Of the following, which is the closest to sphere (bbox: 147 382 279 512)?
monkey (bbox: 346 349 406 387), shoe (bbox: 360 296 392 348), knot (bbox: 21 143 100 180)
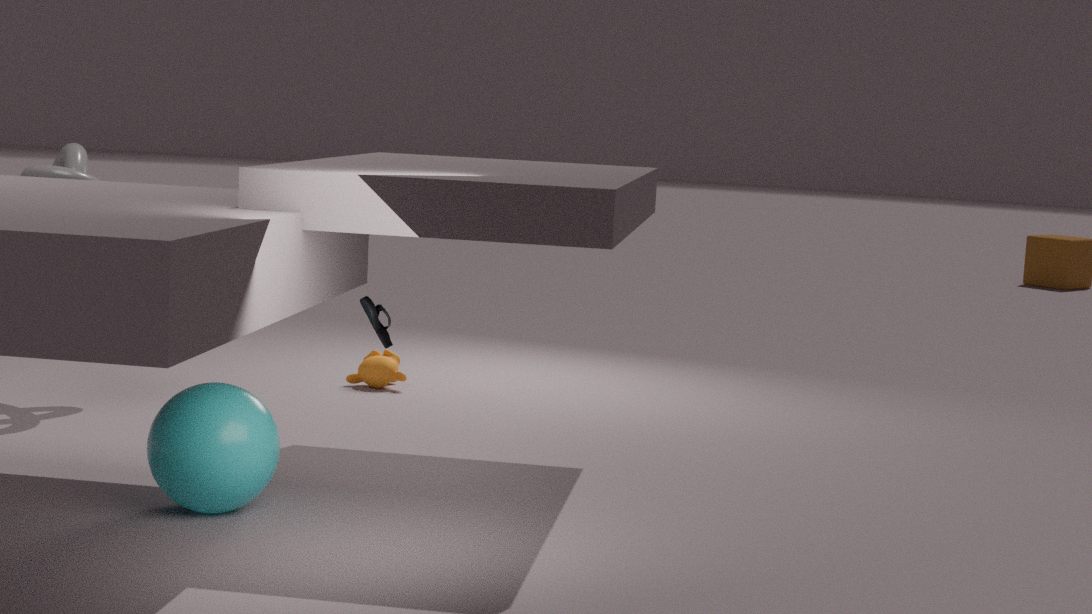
shoe (bbox: 360 296 392 348)
